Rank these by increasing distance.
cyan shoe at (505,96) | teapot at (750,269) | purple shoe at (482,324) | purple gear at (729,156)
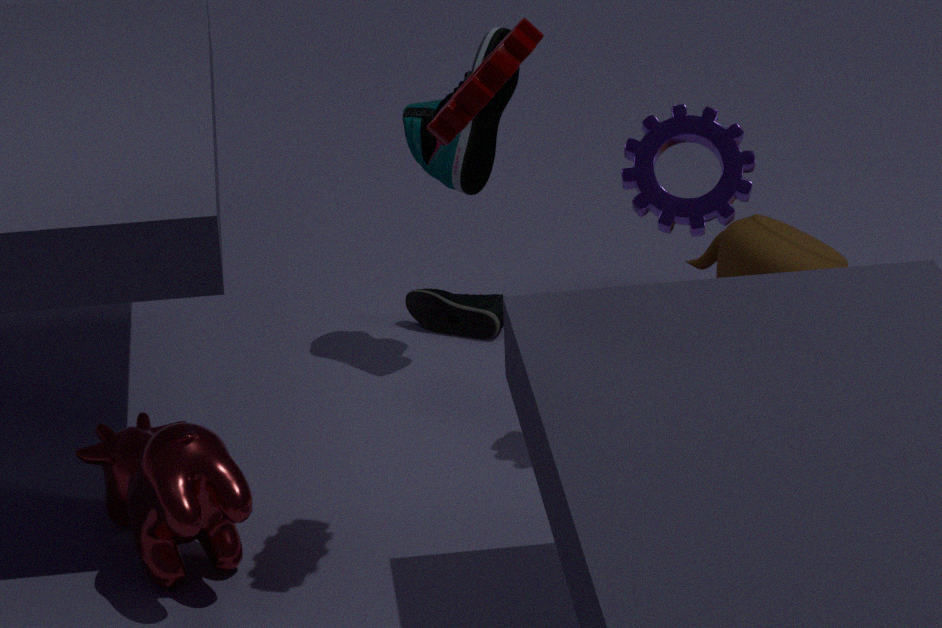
purple gear at (729,156)
cyan shoe at (505,96)
teapot at (750,269)
purple shoe at (482,324)
